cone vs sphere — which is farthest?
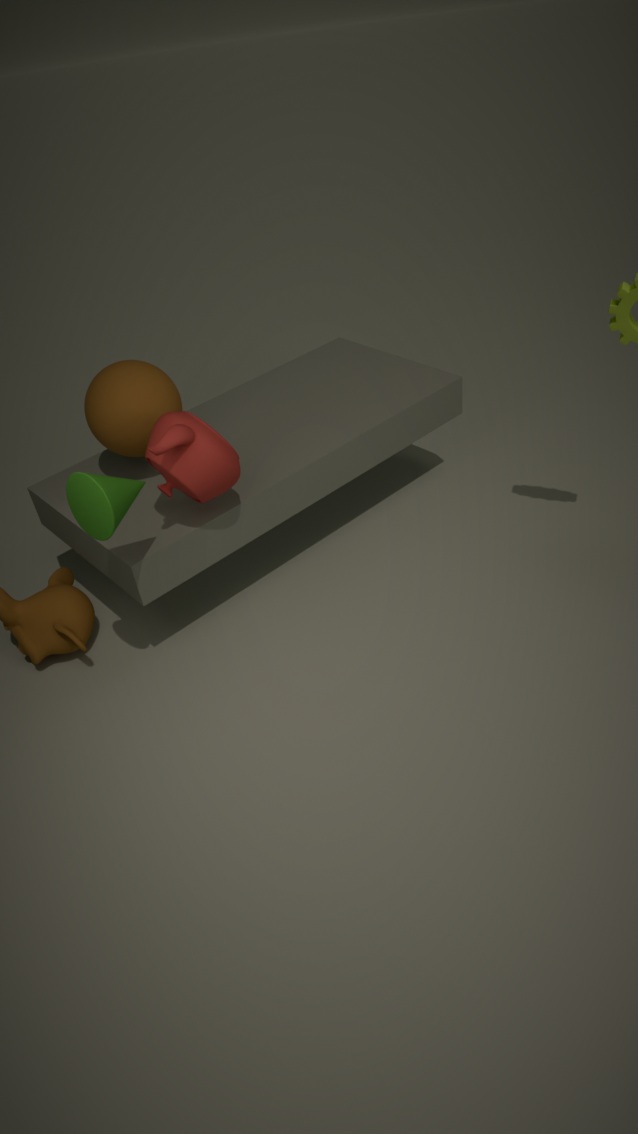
sphere
